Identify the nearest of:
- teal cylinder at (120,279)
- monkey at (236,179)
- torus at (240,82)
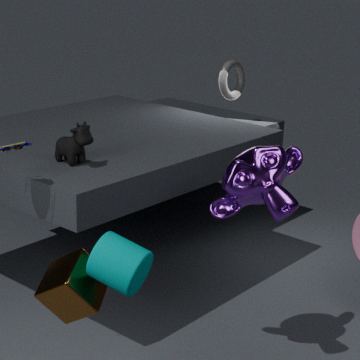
teal cylinder at (120,279)
